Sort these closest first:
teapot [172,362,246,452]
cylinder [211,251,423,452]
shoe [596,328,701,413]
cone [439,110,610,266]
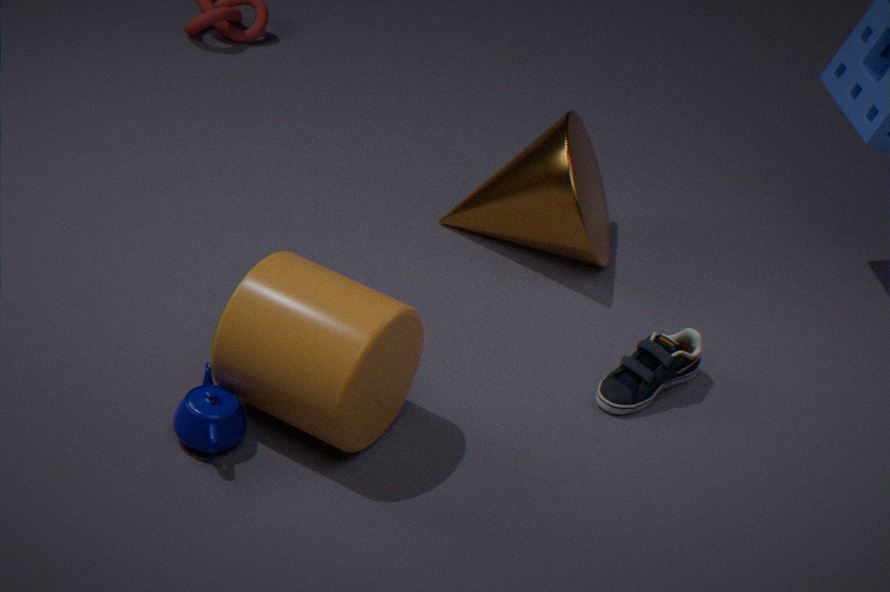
cylinder [211,251,423,452] < teapot [172,362,246,452] < shoe [596,328,701,413] < cone [439,110,610,266]
